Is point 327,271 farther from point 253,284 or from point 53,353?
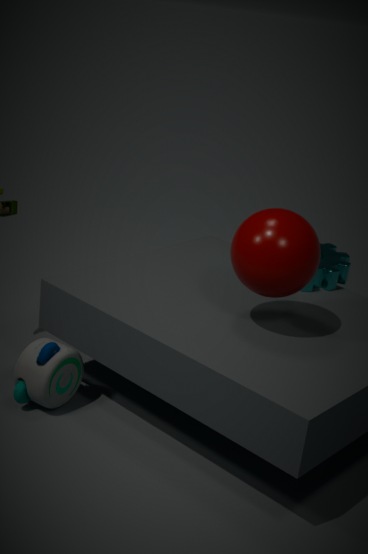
point 53,353
